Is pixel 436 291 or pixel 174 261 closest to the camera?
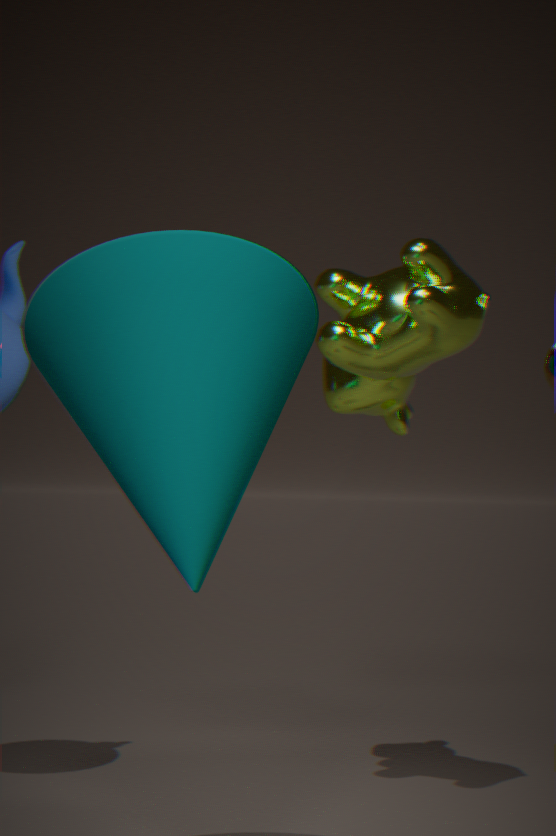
pixel 174 261
